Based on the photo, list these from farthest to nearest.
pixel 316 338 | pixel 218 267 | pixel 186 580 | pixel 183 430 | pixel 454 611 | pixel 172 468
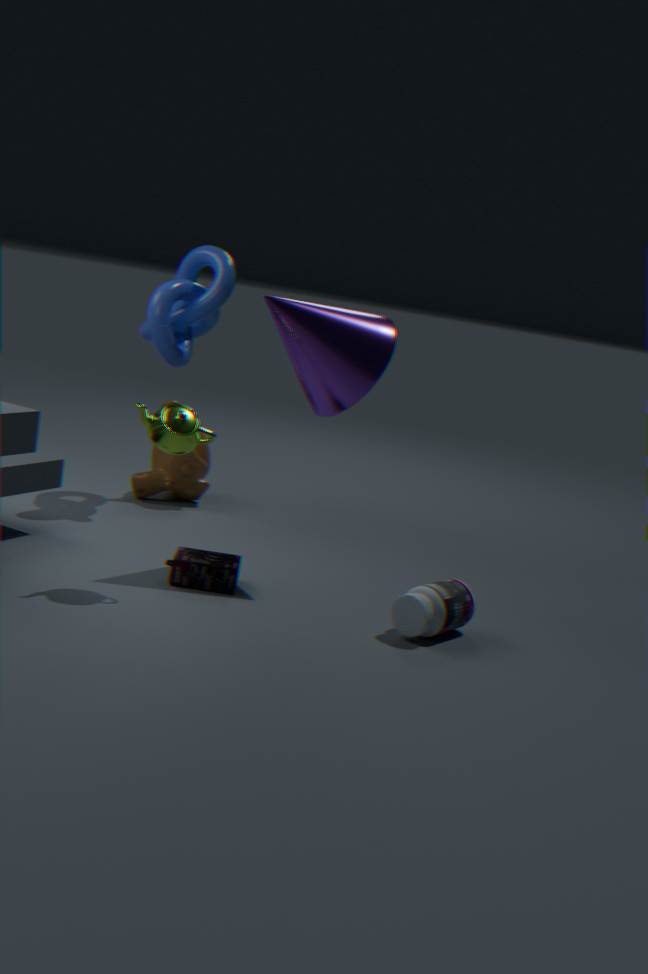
pixel 172 468 < pixel 218 267 < pixel 316 338 < pixel 186 580 < pixel 454 611 < pixel 183 430
